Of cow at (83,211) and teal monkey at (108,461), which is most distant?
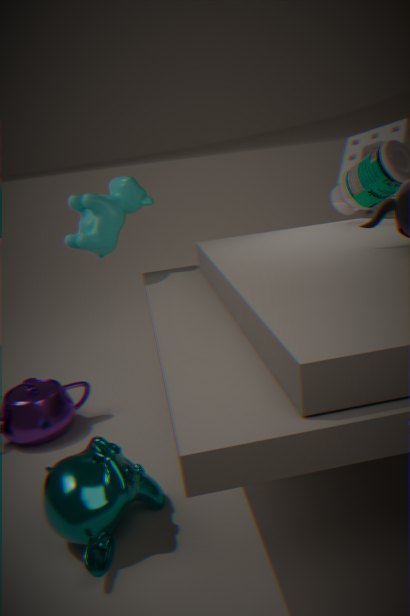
cow at (83,211)
